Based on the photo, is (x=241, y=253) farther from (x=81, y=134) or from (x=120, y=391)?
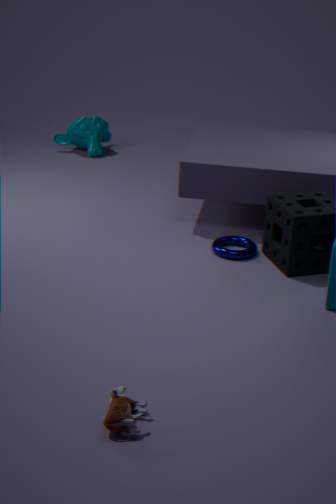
(x=81, y=134)
